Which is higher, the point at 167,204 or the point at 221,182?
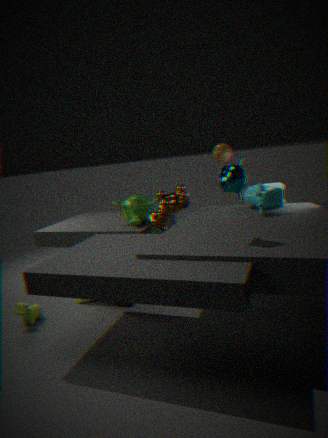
the point at 221,182
